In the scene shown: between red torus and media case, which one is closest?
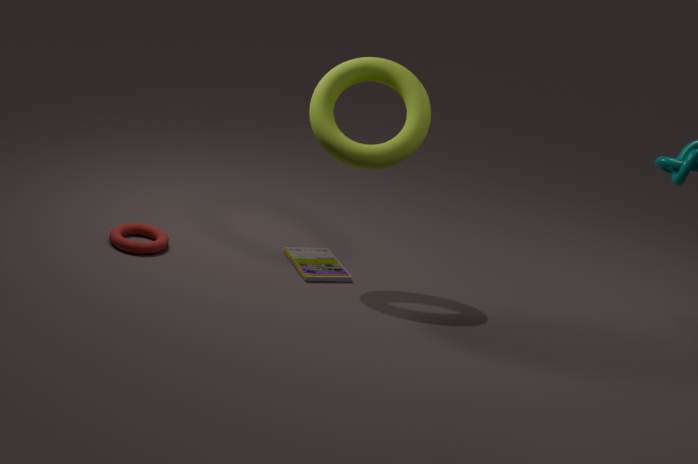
red torus
